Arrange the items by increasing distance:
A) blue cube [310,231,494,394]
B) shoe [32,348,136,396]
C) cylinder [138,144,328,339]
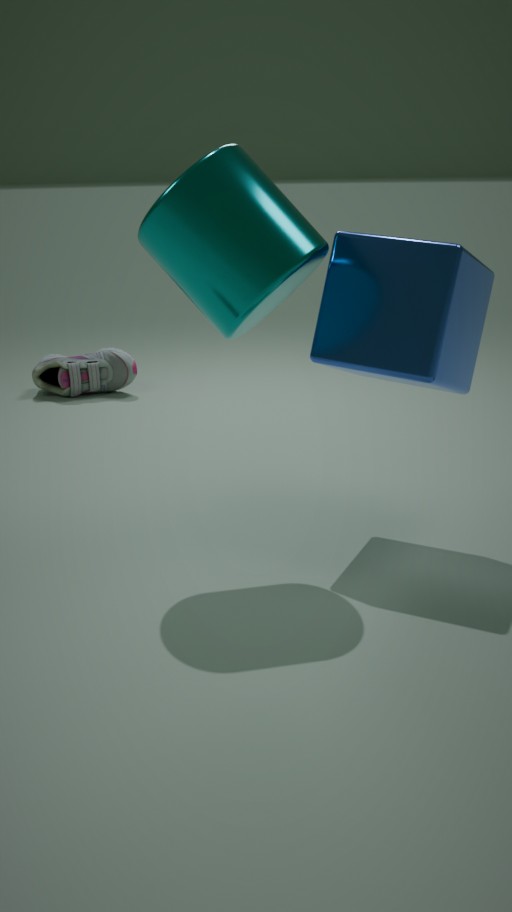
cylinder [138,144,328,339], blue cube [310,231,494,394], shoe [32,348,136,396]
